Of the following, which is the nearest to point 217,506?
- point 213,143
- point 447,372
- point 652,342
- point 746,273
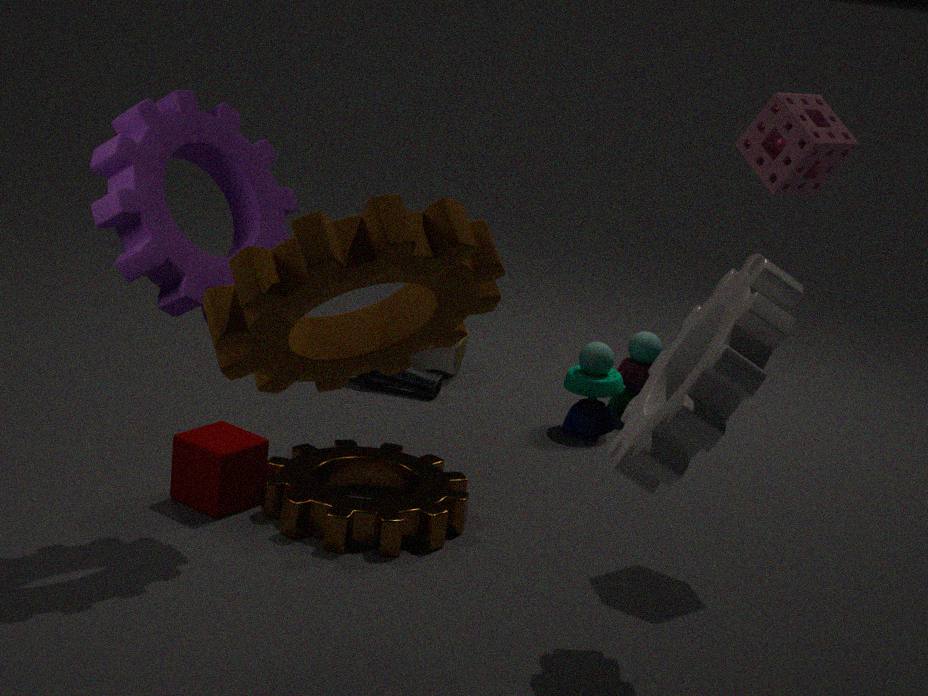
point 213,143
